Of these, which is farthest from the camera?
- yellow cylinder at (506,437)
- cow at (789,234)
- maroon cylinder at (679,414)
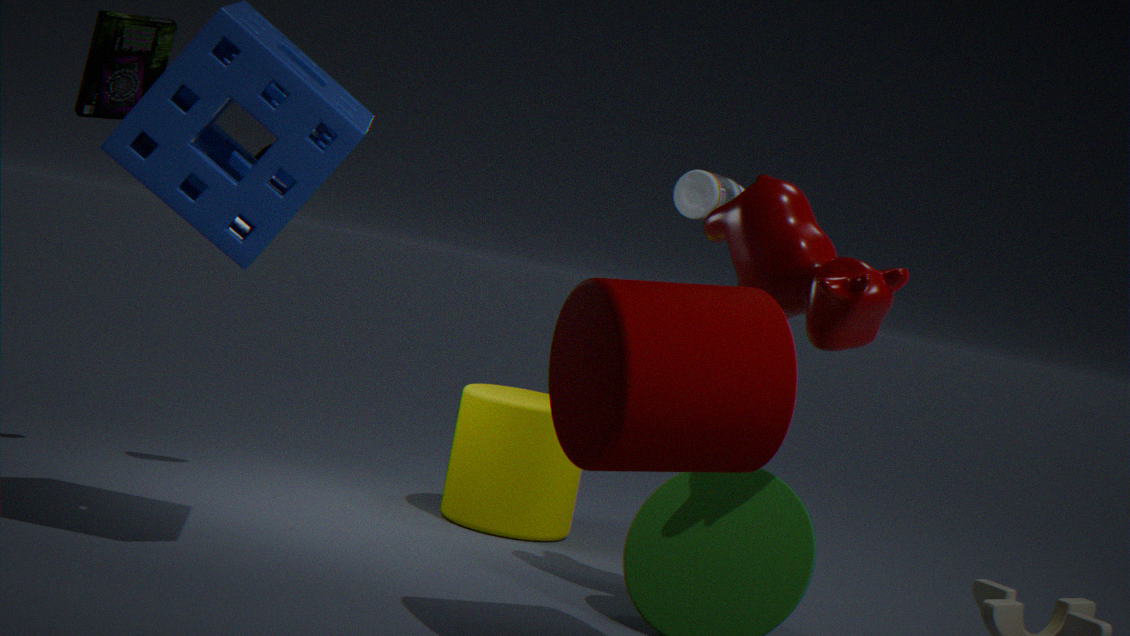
yellow cylinder at (506,437)
